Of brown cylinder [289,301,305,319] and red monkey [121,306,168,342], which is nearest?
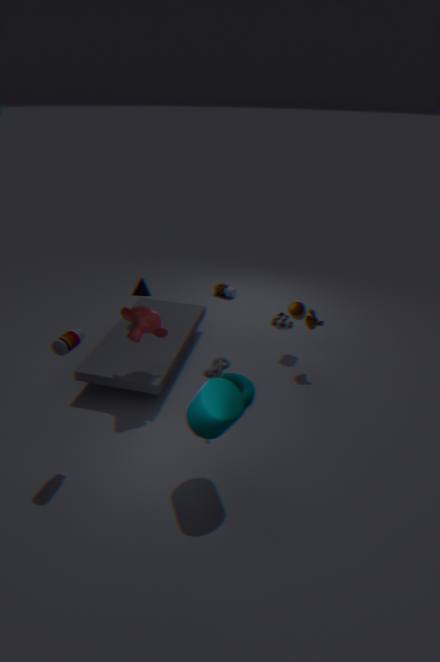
red monkey [121,306,168,342]
